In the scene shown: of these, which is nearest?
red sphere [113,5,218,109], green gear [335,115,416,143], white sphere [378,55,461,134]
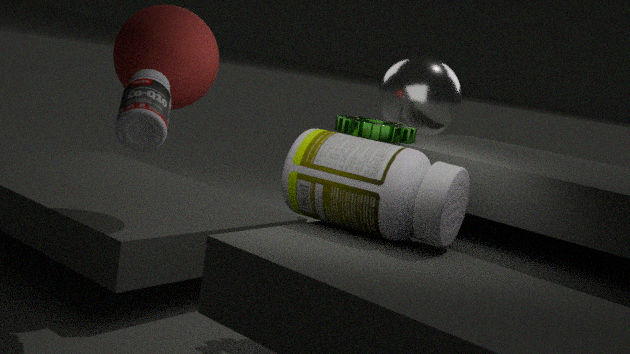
green gear [335,115,416,143]
